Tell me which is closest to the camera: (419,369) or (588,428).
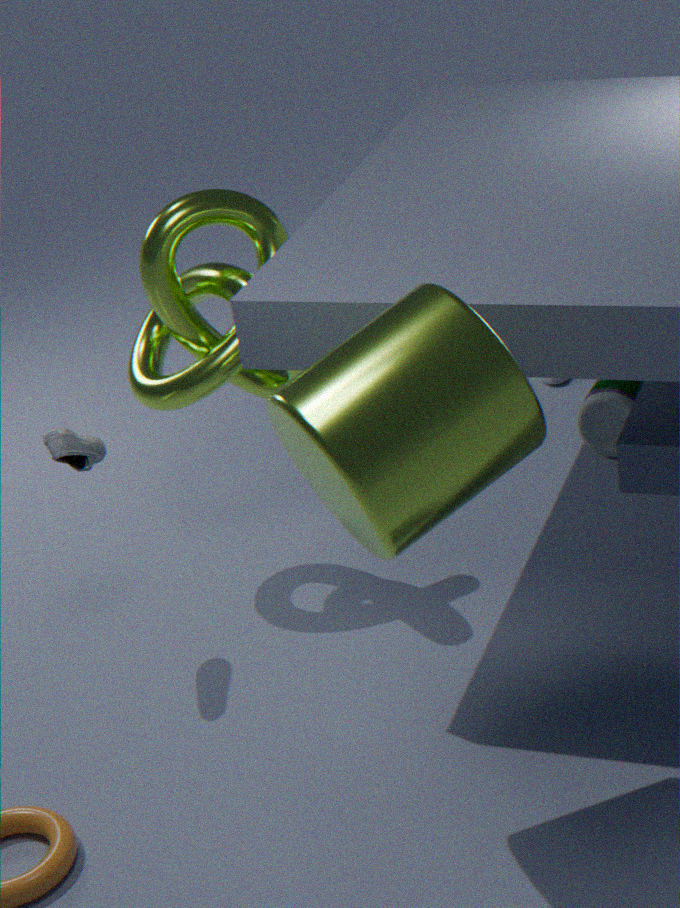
(419,369)
